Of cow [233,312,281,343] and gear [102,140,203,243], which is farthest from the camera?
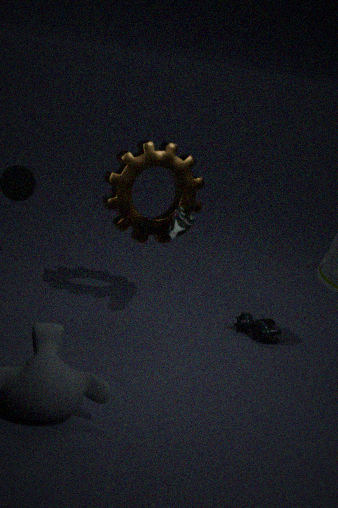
cow [233,312,281,343]
